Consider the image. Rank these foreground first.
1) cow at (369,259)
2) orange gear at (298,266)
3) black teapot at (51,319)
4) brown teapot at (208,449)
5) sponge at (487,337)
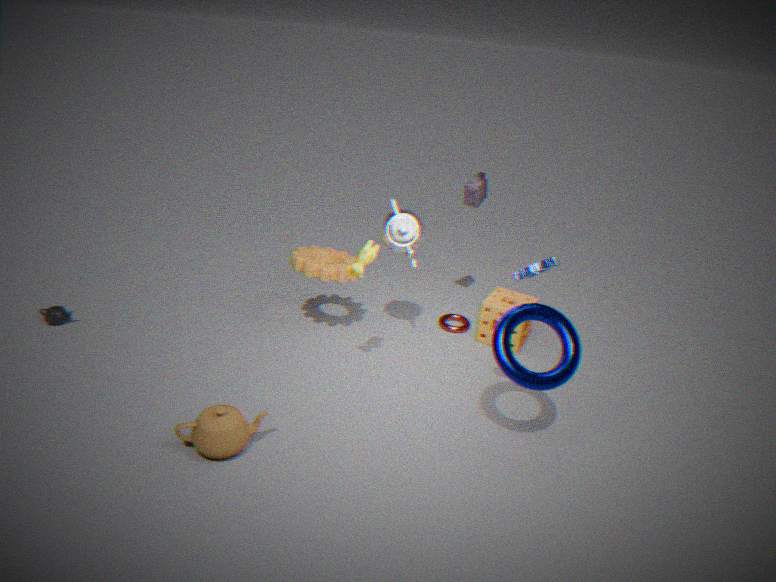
4. brown teapot at (208,449), 1. cow at (369,259), 2. orange gear at (298,266), 3. black teapot at (51,319), 5. sponge at (487,337)
